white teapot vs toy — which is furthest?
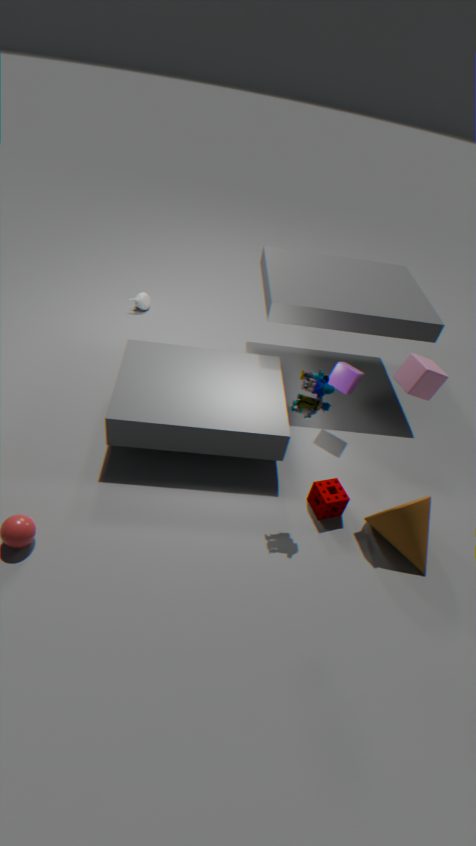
white teapot
